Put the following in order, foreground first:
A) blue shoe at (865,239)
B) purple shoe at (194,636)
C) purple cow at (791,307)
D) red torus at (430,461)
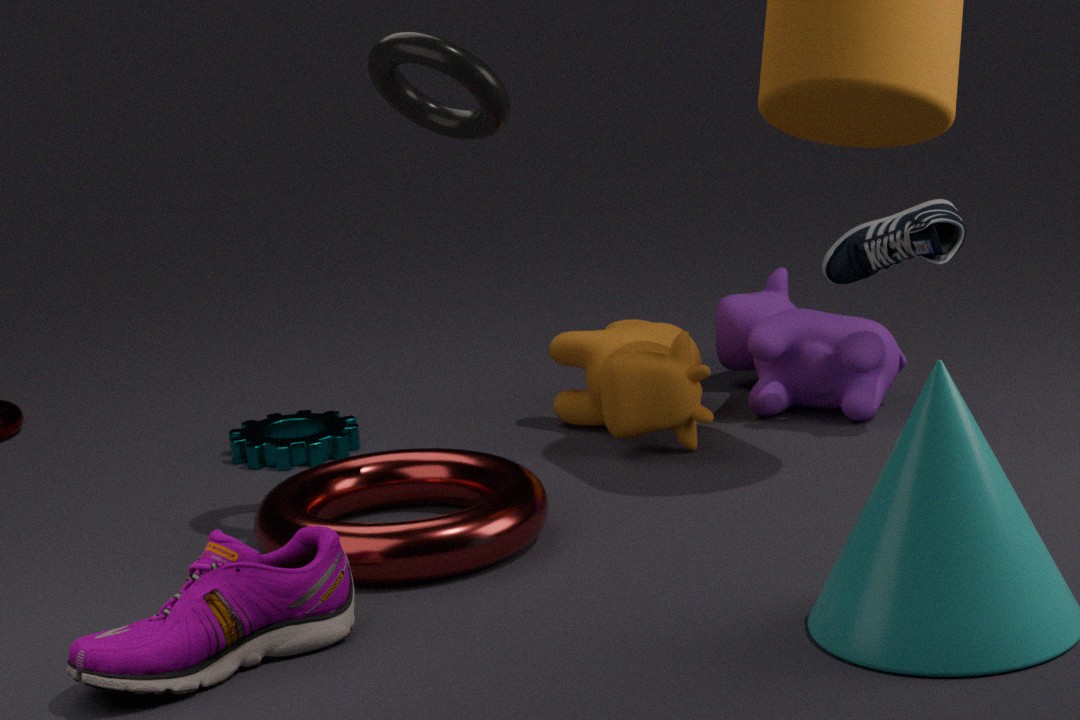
1. purple shoe at (194,636)
2. red torus at (430,461)
3. blue shoe at (865,239)
4. purple cow at (791,307)
